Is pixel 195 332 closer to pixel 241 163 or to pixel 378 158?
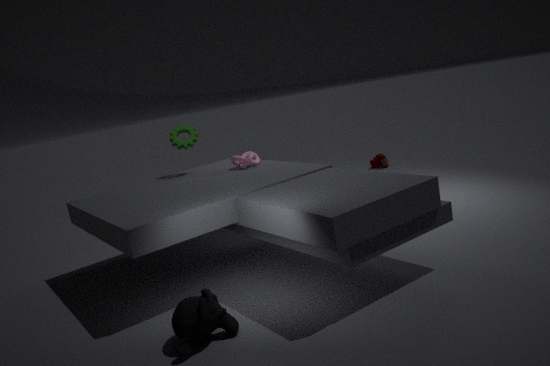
pixel 241 163
